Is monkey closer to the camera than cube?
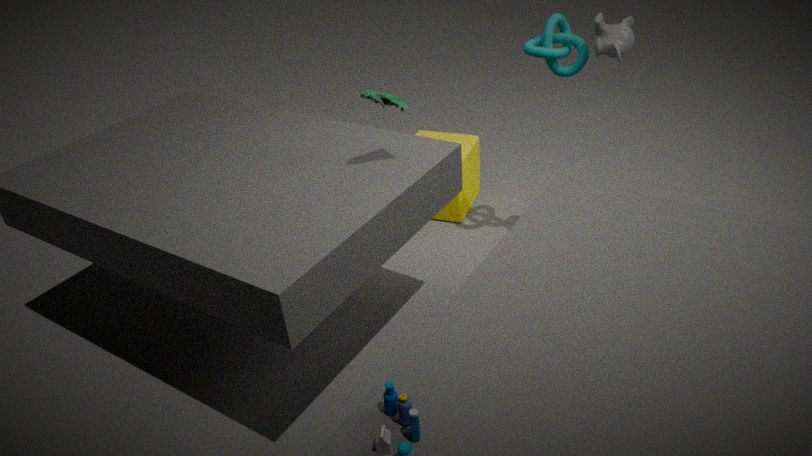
Yes
